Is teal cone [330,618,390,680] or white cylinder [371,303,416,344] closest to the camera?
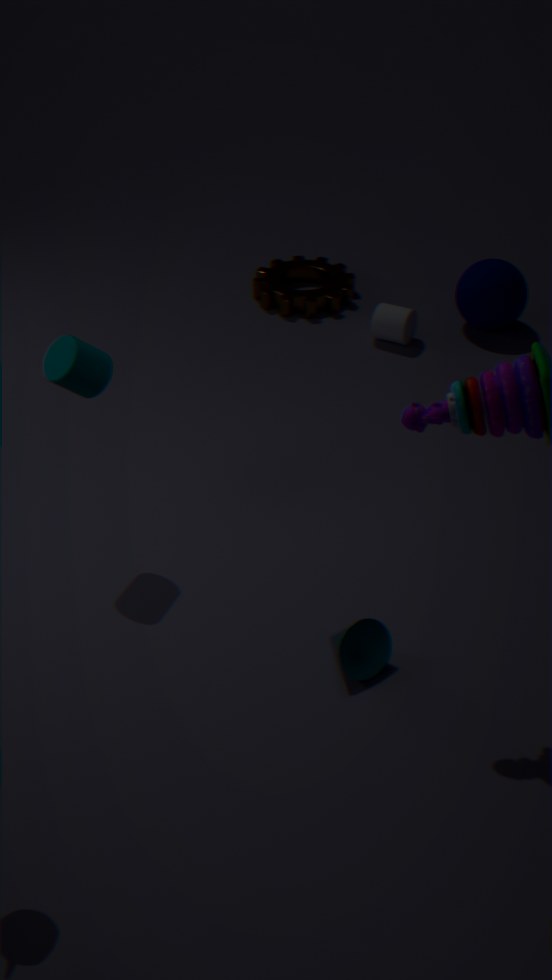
teal cone [330,618,390,680]
